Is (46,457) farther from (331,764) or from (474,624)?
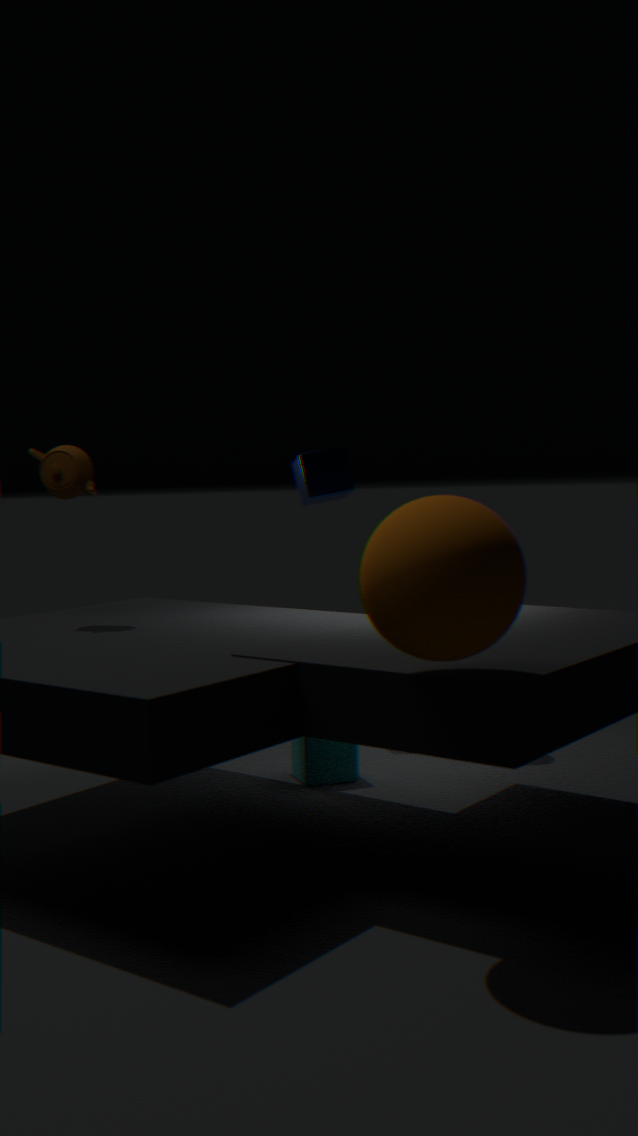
(474,624)
